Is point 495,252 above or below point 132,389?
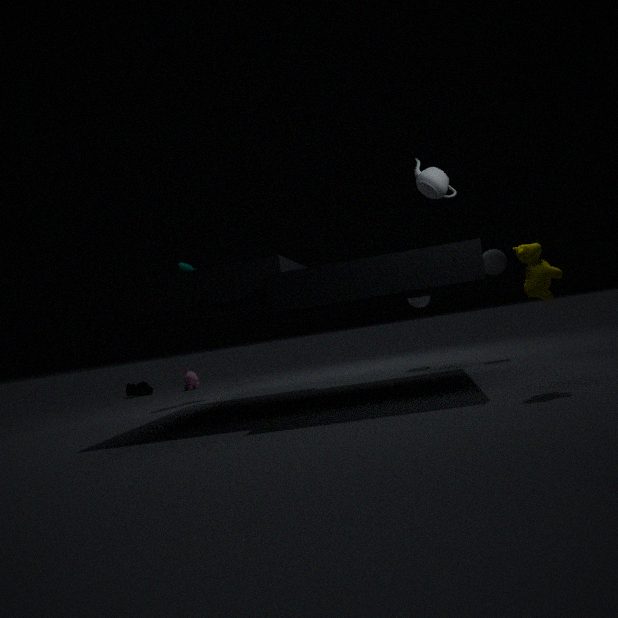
above
